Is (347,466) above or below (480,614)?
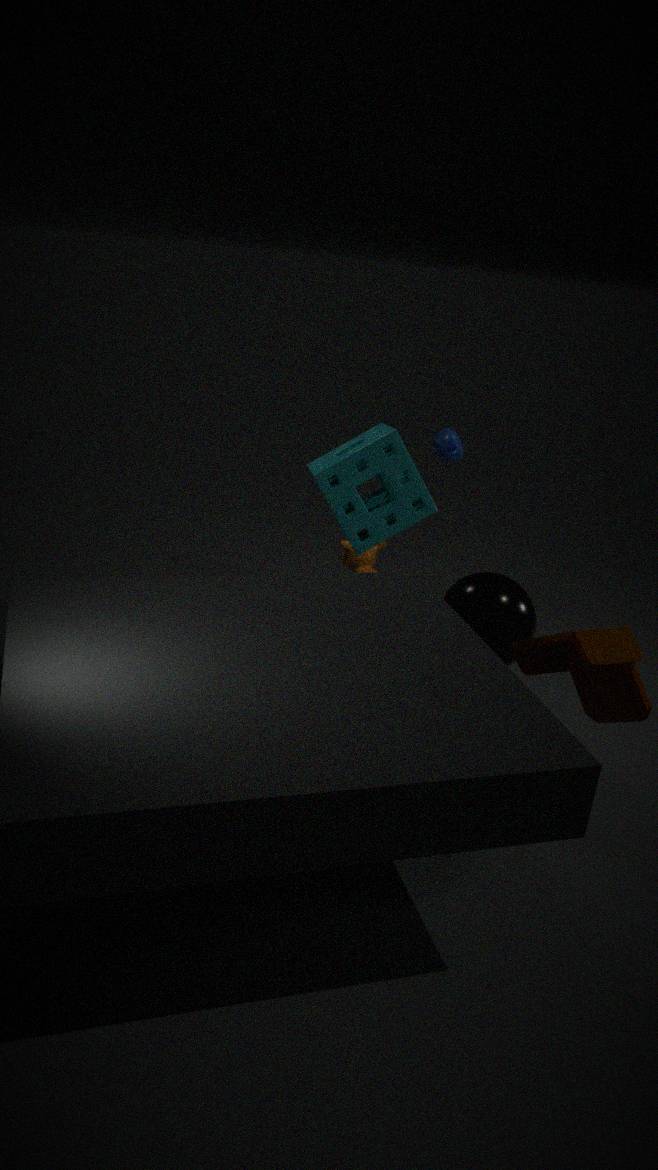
above
